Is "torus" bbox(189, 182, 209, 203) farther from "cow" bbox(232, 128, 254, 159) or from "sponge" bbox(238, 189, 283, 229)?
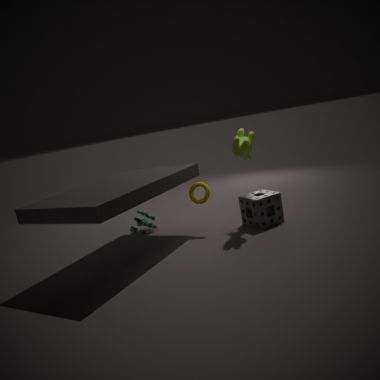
"cow" bbox(232, 128, 254, 159)
